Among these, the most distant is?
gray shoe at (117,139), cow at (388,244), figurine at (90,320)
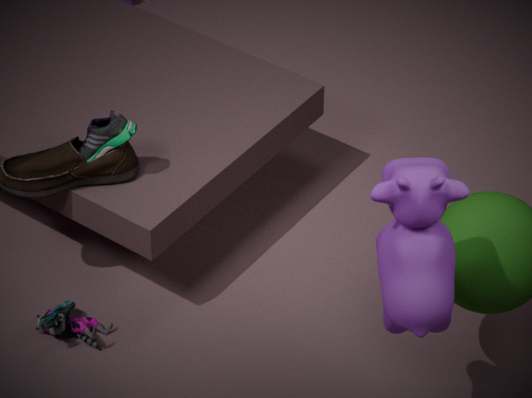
figurine at (90,320)
